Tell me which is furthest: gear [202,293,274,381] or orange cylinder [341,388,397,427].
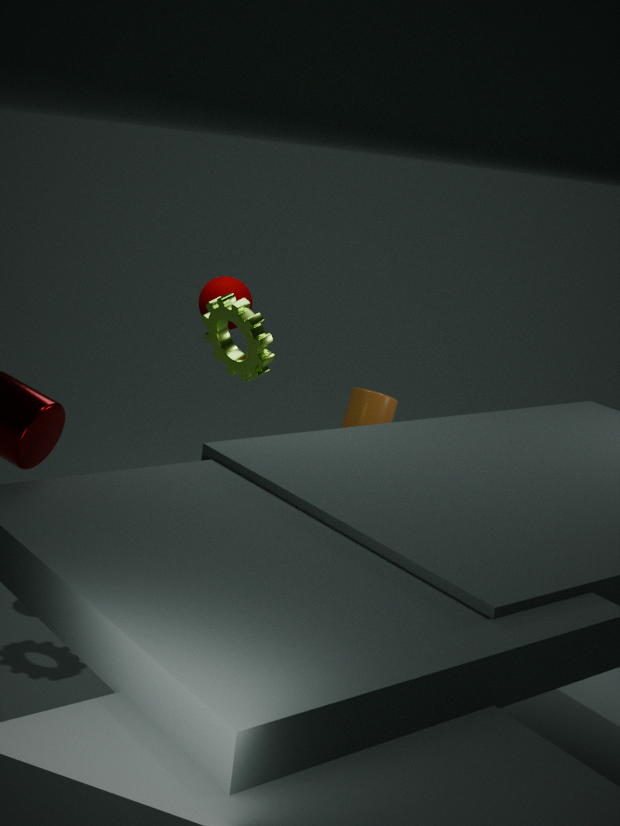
orange cylinder [341,388,397,427]
